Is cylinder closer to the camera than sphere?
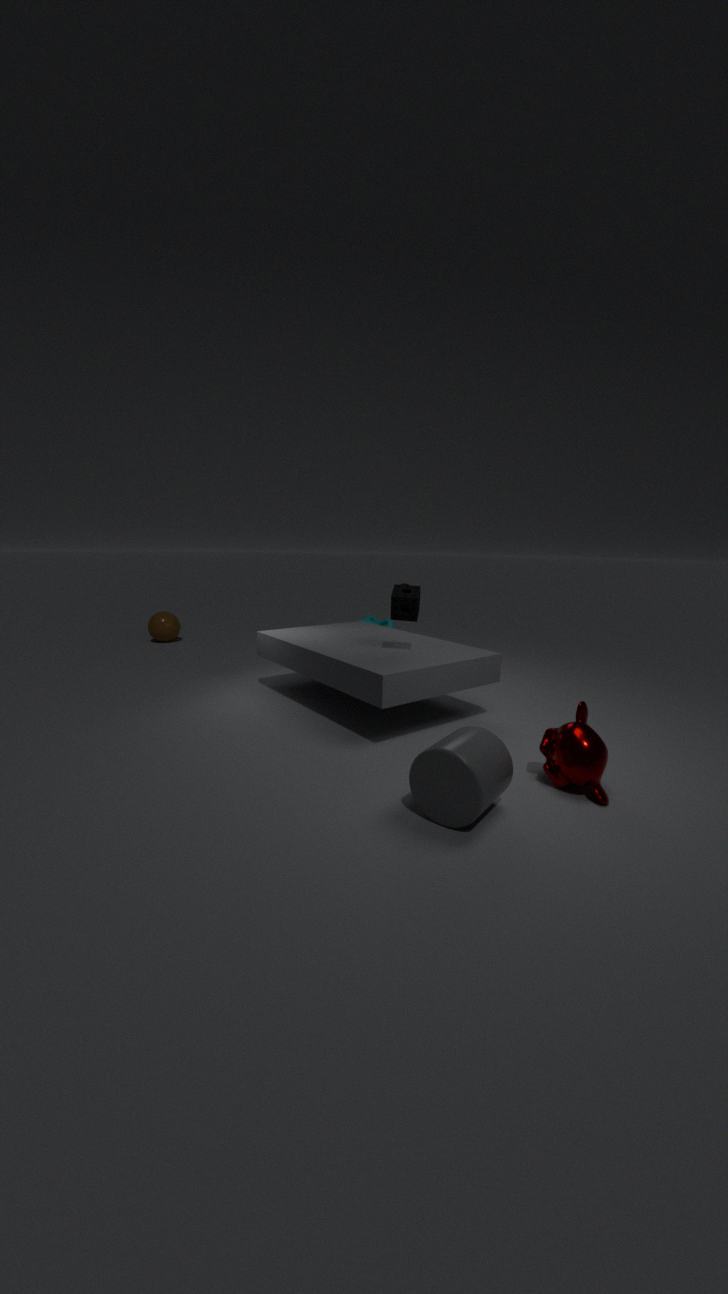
Yes
